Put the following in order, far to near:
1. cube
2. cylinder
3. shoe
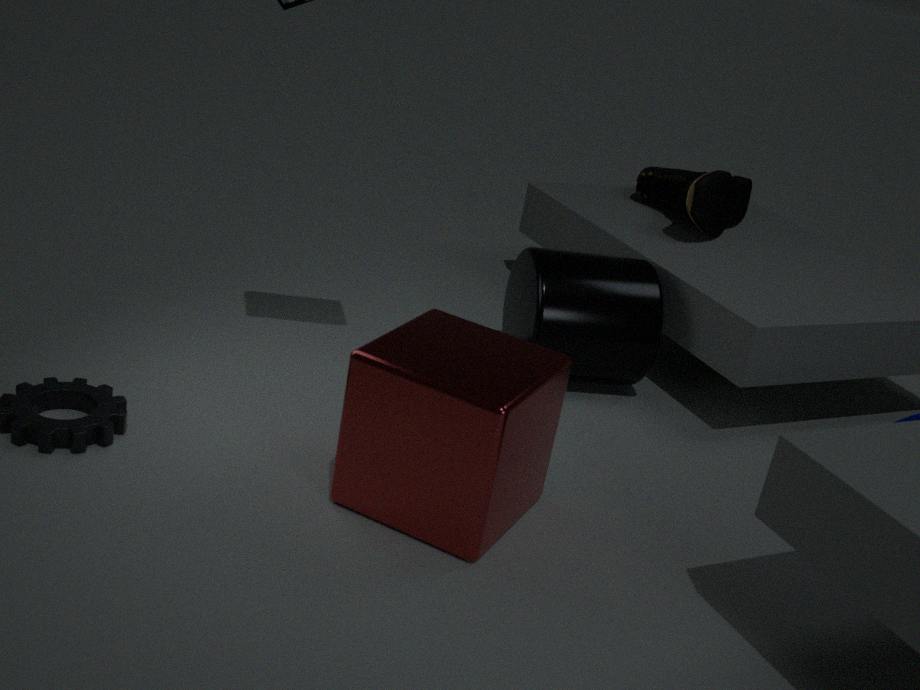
shoe
cylinder
cube
